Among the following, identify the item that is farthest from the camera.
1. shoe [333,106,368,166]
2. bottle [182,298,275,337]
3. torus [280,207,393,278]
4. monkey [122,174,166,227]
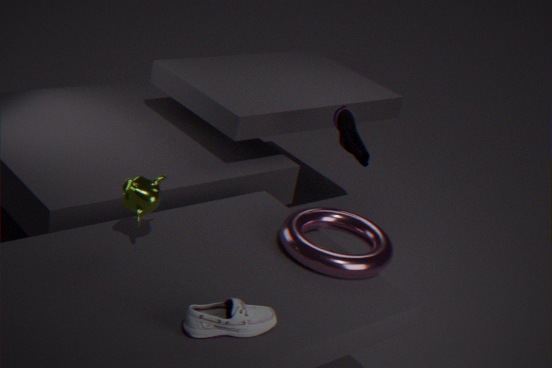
shoe [333,106,368,166]
